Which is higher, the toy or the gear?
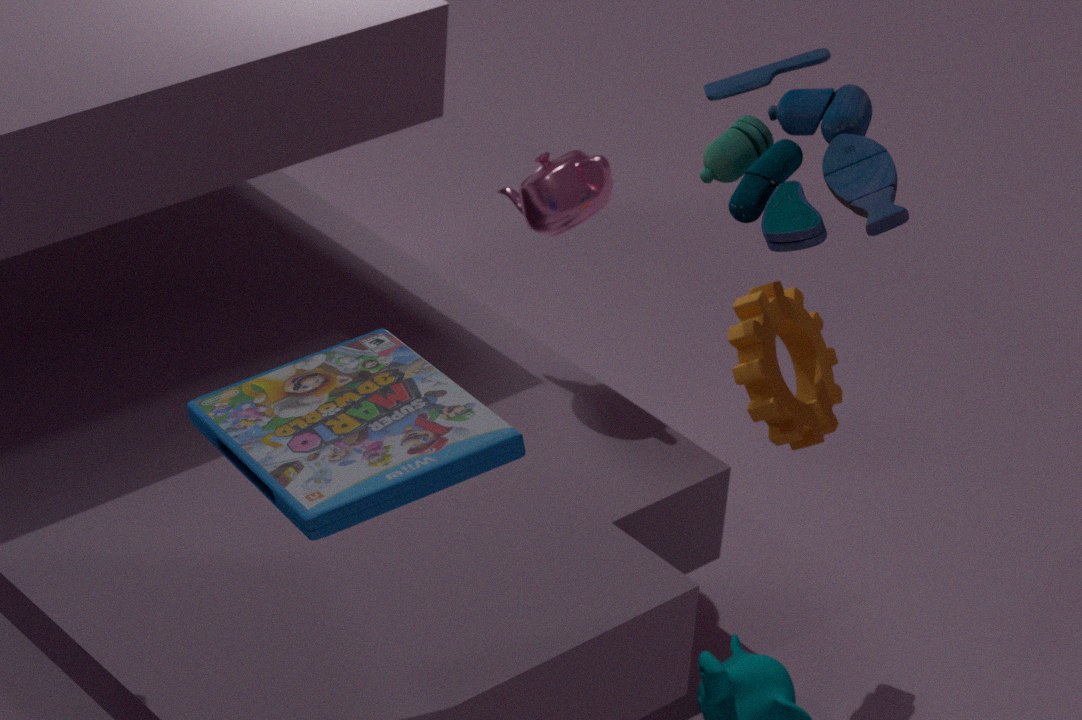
the toy
